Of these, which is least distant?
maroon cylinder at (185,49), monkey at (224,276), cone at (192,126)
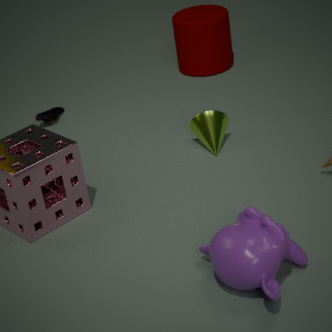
monkey at (224,276)
